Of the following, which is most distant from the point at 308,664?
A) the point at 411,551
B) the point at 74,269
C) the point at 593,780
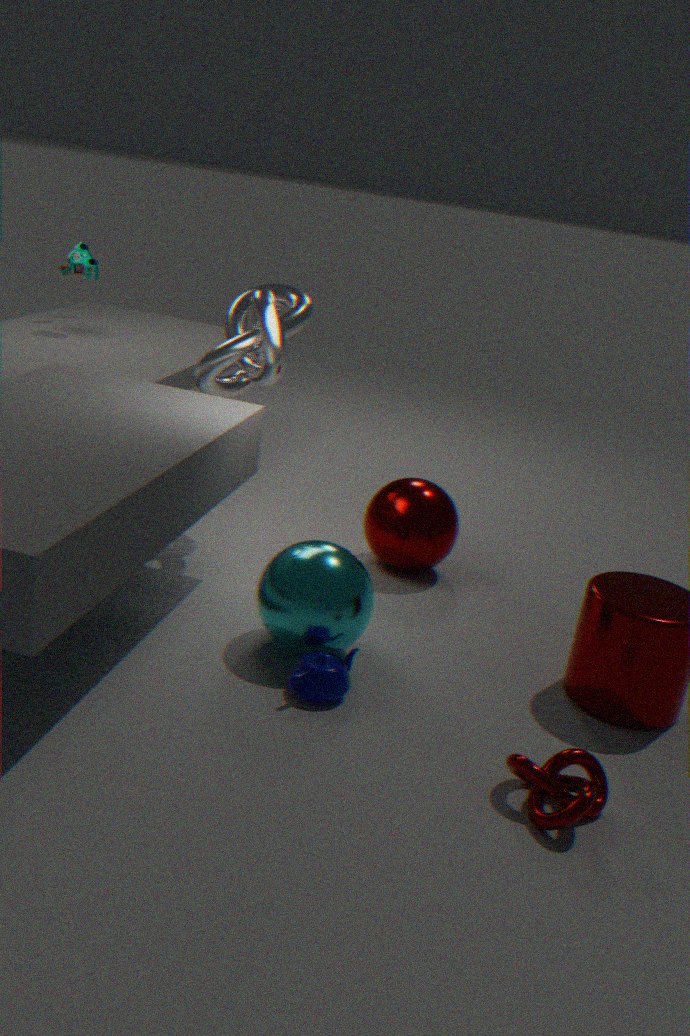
the point at 74,269
